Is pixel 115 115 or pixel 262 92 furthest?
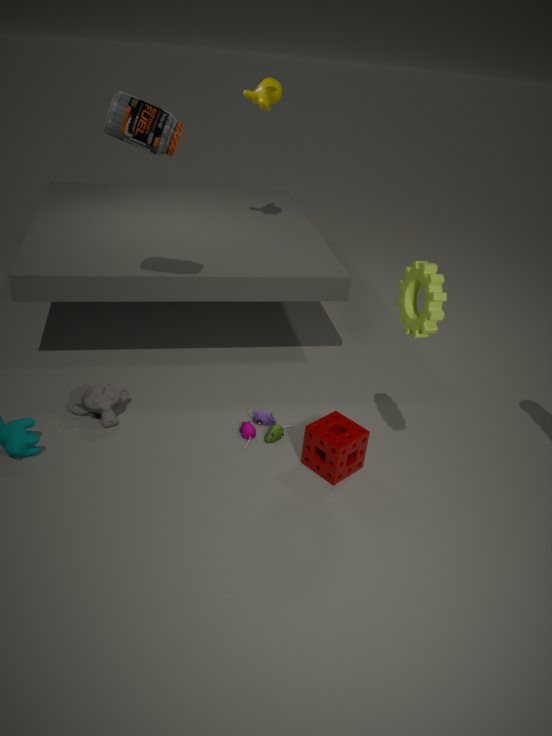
pixel 262 92
